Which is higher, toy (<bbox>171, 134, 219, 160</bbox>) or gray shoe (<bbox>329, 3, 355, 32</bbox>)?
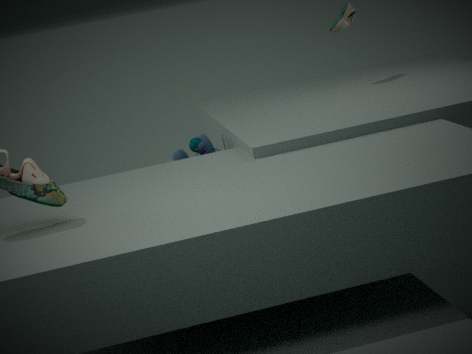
gray shoe (<bbox>329, 3, 355, 32</bbox>)
